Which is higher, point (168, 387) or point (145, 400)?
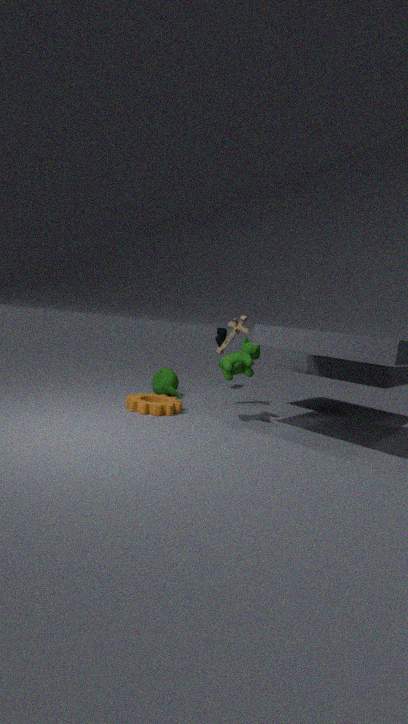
point (168, 387)
